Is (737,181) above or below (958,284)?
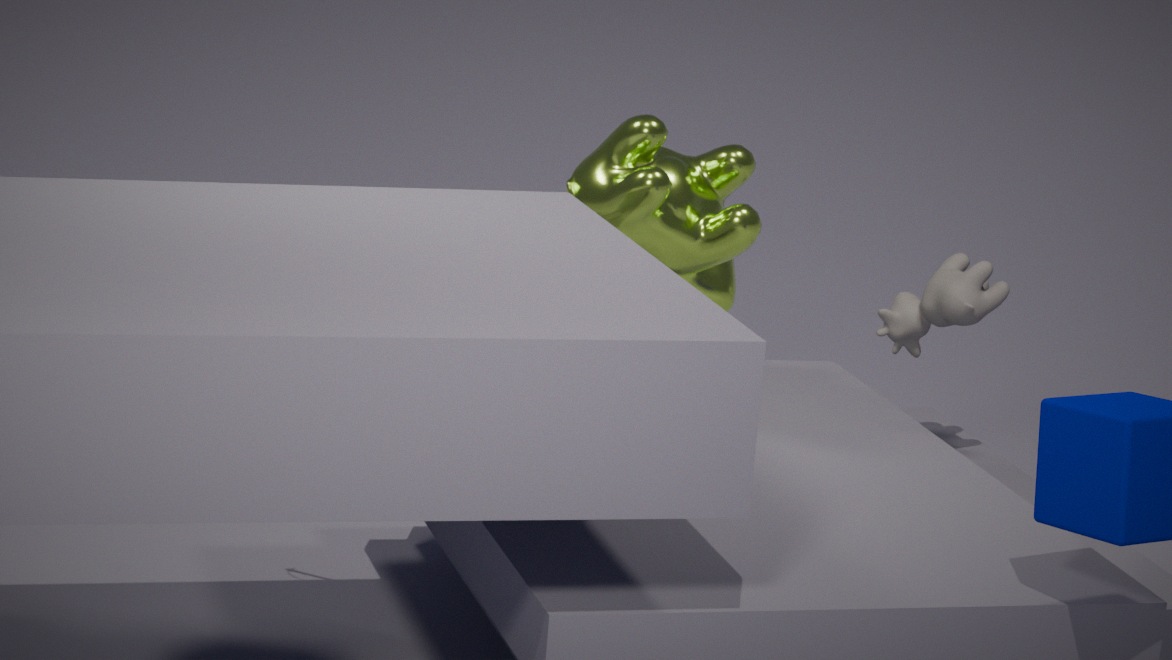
above
